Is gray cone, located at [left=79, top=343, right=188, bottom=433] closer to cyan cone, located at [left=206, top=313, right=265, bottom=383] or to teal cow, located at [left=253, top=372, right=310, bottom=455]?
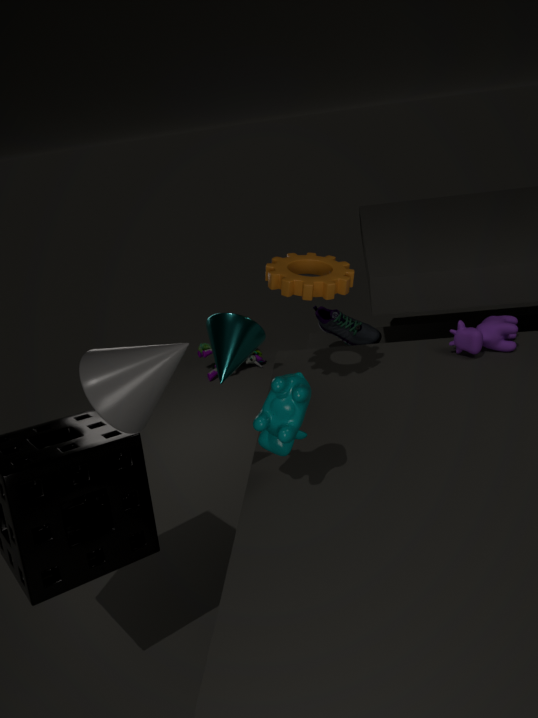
teal cow, located at [left=253, top=372, right=310, bottom=455]
